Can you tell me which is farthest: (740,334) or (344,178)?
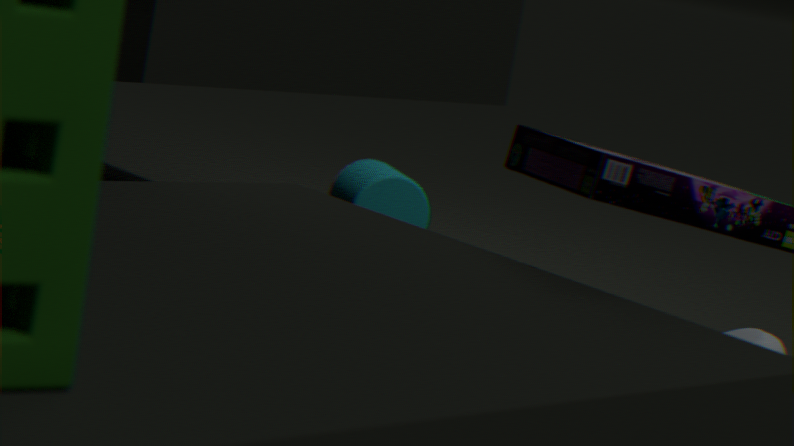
(344,178)
